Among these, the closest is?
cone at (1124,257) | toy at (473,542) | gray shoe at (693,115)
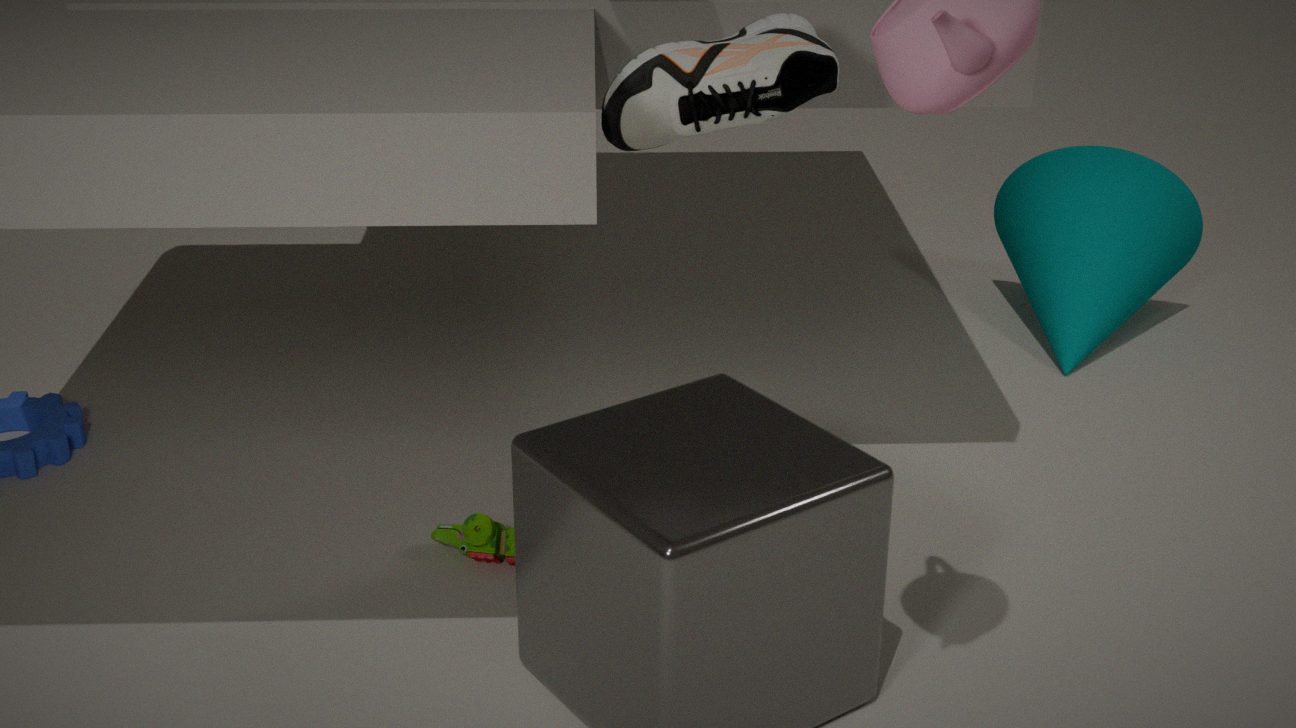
gray shoe at (693,115)
